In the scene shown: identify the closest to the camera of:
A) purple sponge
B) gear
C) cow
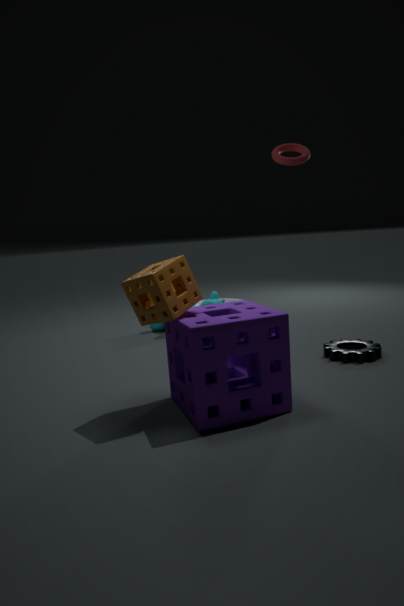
purple sponge
